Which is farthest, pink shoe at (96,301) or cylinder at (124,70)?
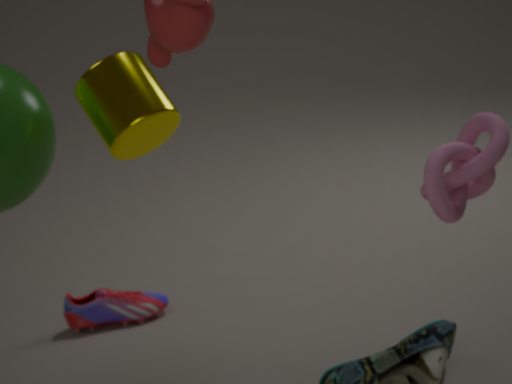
pink shoe at (96,301)
